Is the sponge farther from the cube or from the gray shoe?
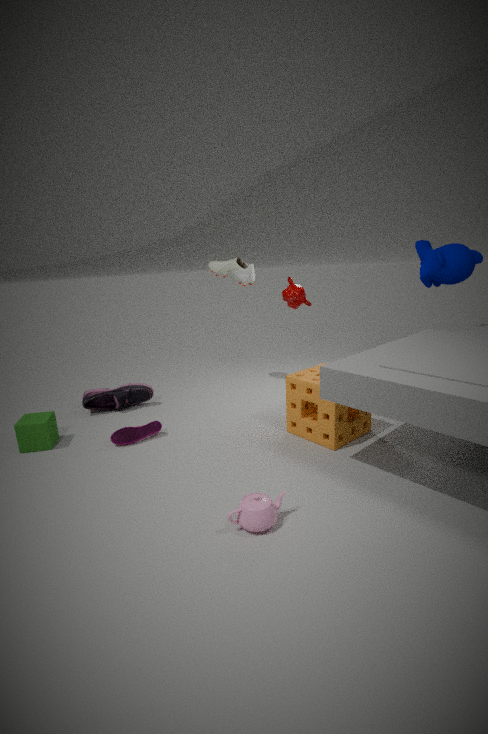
the cube
